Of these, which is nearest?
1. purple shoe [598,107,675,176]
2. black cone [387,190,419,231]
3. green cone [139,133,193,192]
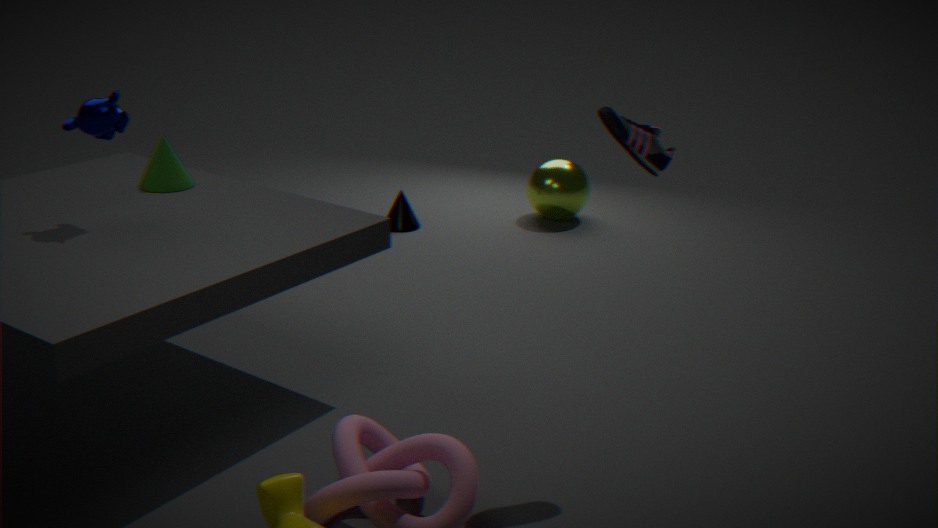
purple shoe [598,107,675,176]
